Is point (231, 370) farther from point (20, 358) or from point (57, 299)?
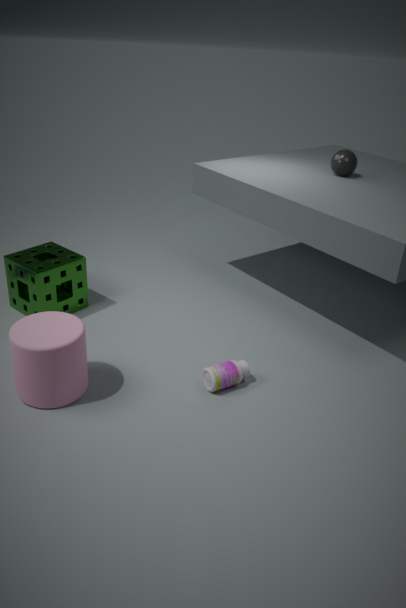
point (57, 299)
